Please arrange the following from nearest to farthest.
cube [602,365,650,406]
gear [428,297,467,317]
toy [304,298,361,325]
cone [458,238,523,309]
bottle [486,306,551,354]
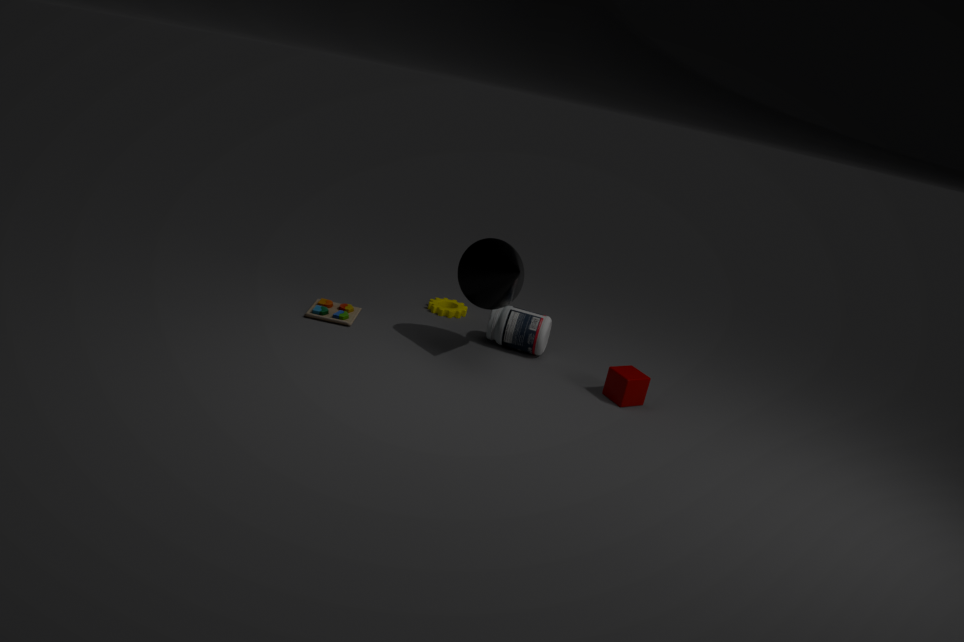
1. cone [458,238,523,309]
2. cube [602,365,650,406]
3. toy [304,298,361,325]
4. bottle [486,306,551,354]
5. gear [428,297,467,317]
